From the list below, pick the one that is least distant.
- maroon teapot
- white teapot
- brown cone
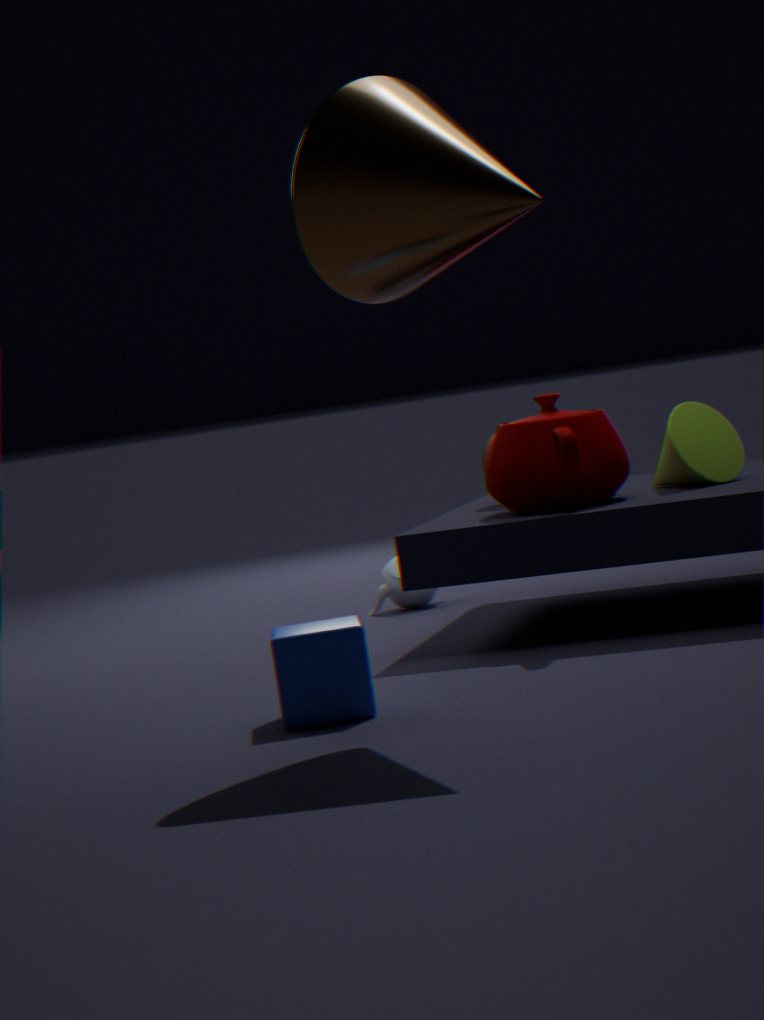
brown cone
